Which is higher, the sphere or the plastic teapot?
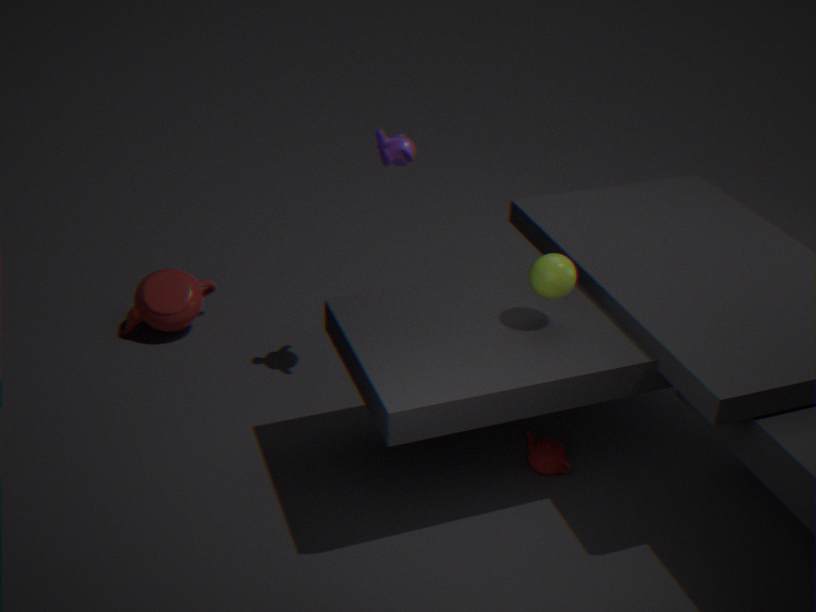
the sphere
